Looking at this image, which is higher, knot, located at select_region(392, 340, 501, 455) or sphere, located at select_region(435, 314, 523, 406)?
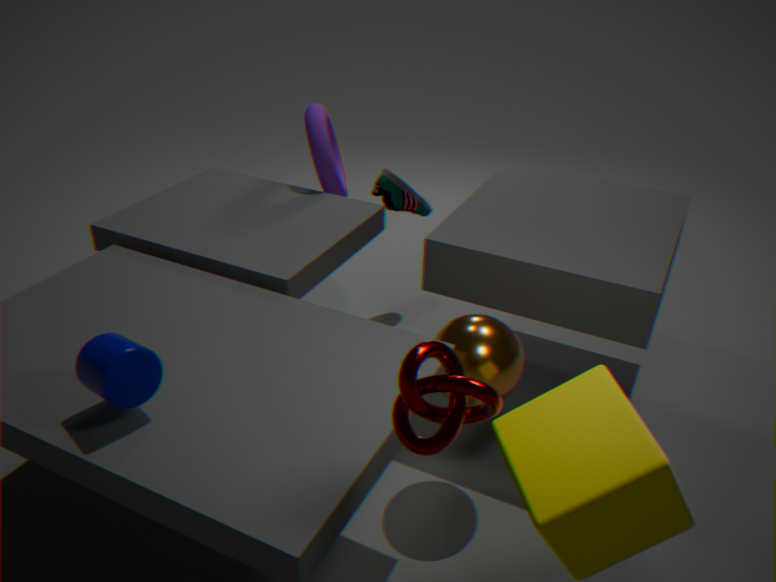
knot, located at select_region(392, 340, 501, 455)
